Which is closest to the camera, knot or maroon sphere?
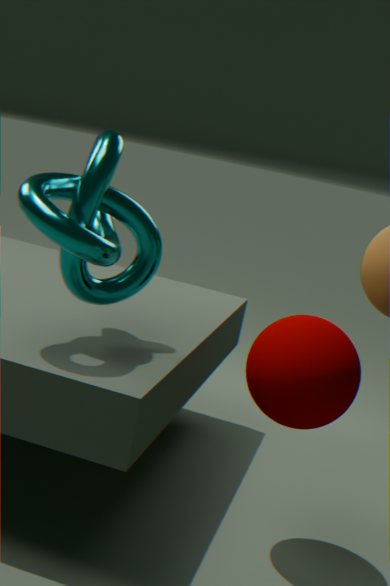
knot
